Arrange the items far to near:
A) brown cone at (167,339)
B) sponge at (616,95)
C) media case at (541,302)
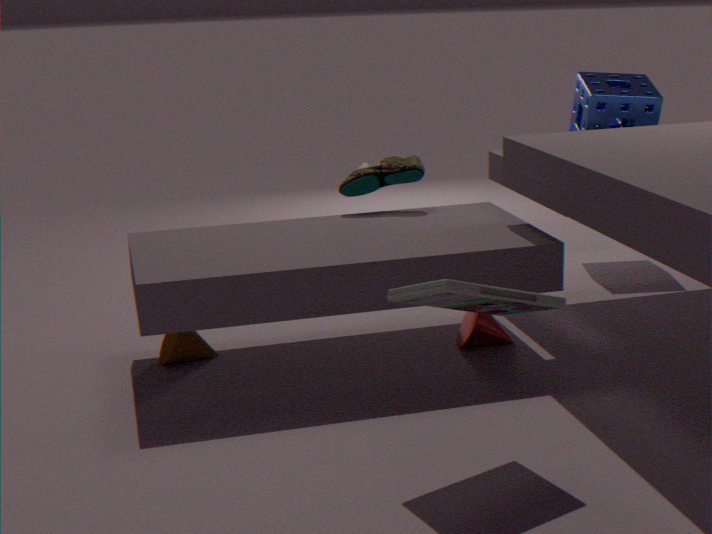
sponge at (616,95) → brown cone at (167,339) → media case at (541,302)
